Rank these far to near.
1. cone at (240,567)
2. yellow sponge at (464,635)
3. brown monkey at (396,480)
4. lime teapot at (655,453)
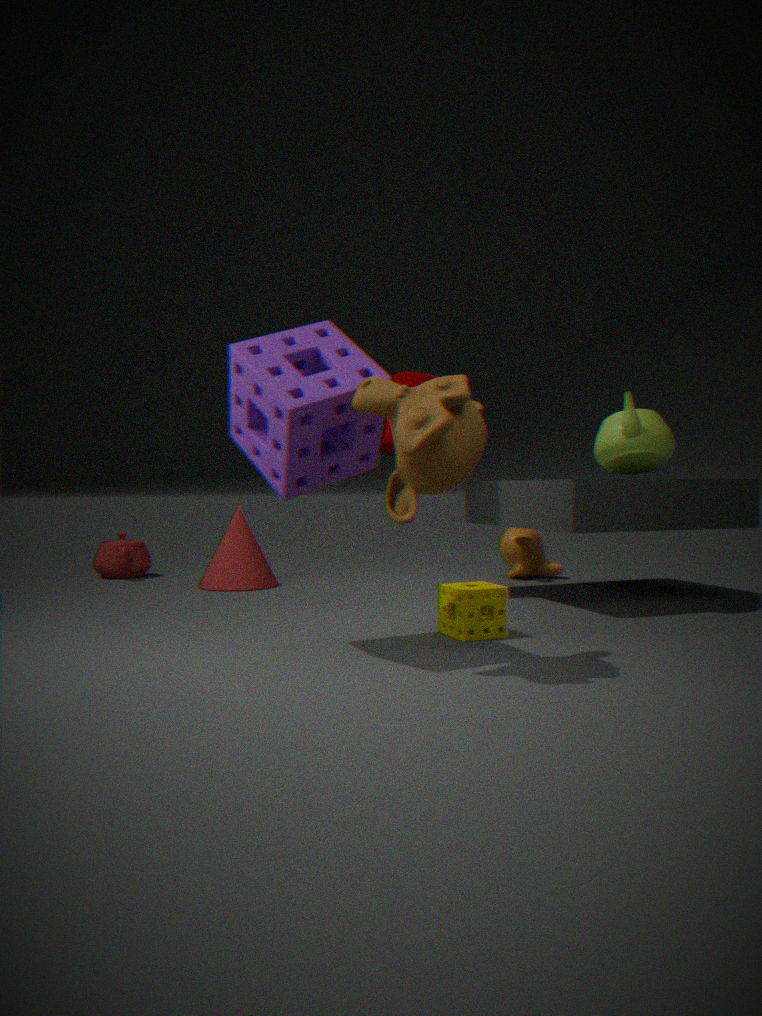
cone at (240,567) → lime teapot at (655,453) → yellow sponge at (464,635) → brown monkey at (396,480)
